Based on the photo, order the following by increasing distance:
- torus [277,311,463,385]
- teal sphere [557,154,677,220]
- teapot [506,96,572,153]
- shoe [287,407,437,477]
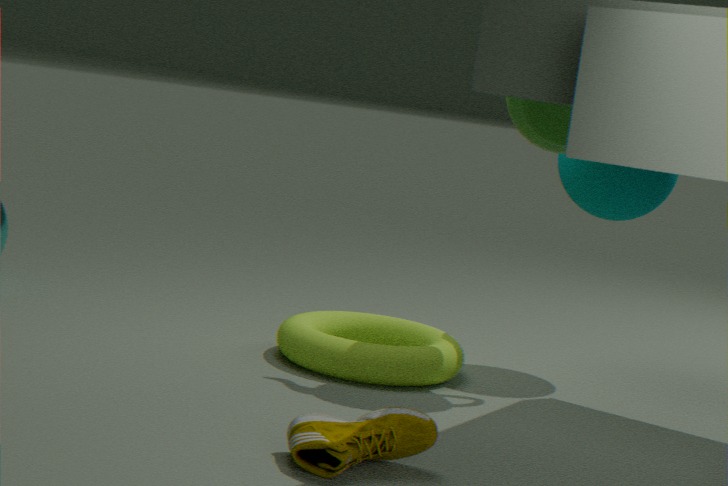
shoe [287,407,437,477], torus [277,311,463,385], teapot [506,96,572,153], teal sphere [557,154,677,220]
